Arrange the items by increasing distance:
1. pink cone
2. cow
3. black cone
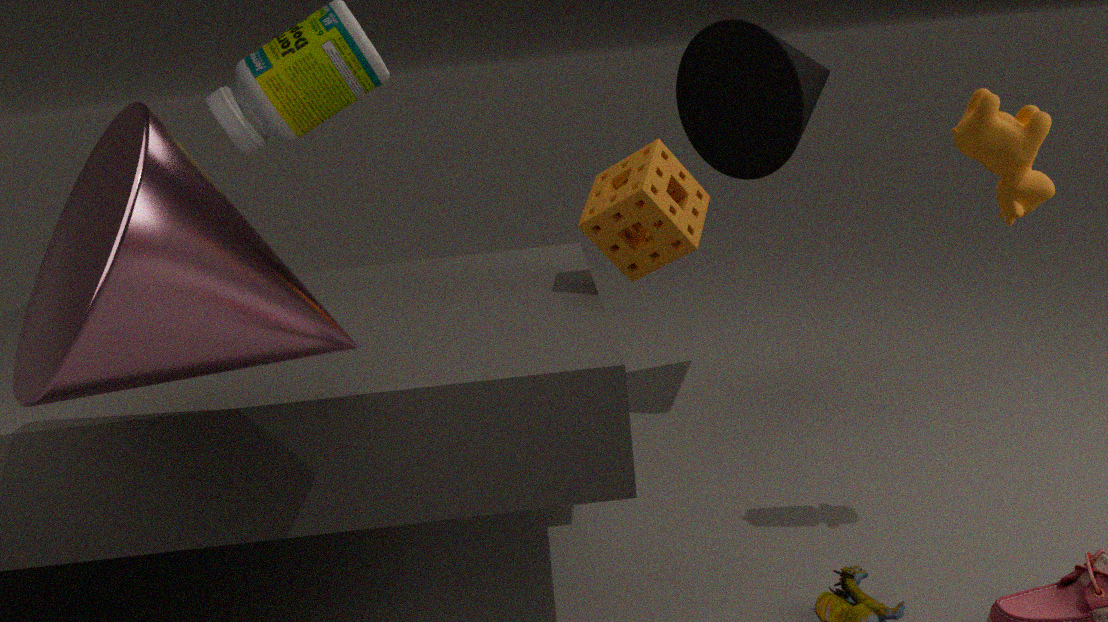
pink cone, cow, black cone
